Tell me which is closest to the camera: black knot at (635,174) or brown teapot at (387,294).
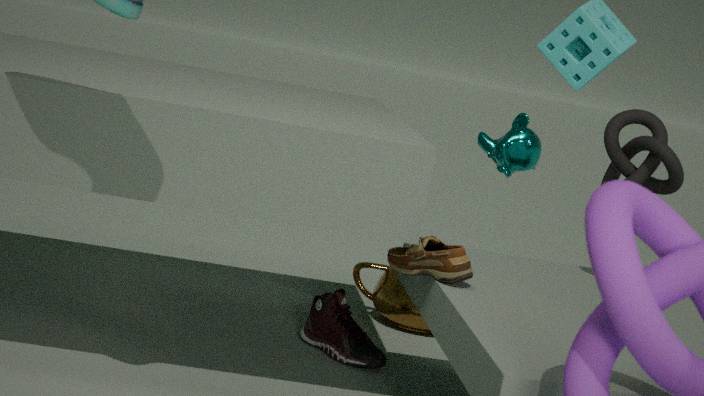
black knot at (635,174)
